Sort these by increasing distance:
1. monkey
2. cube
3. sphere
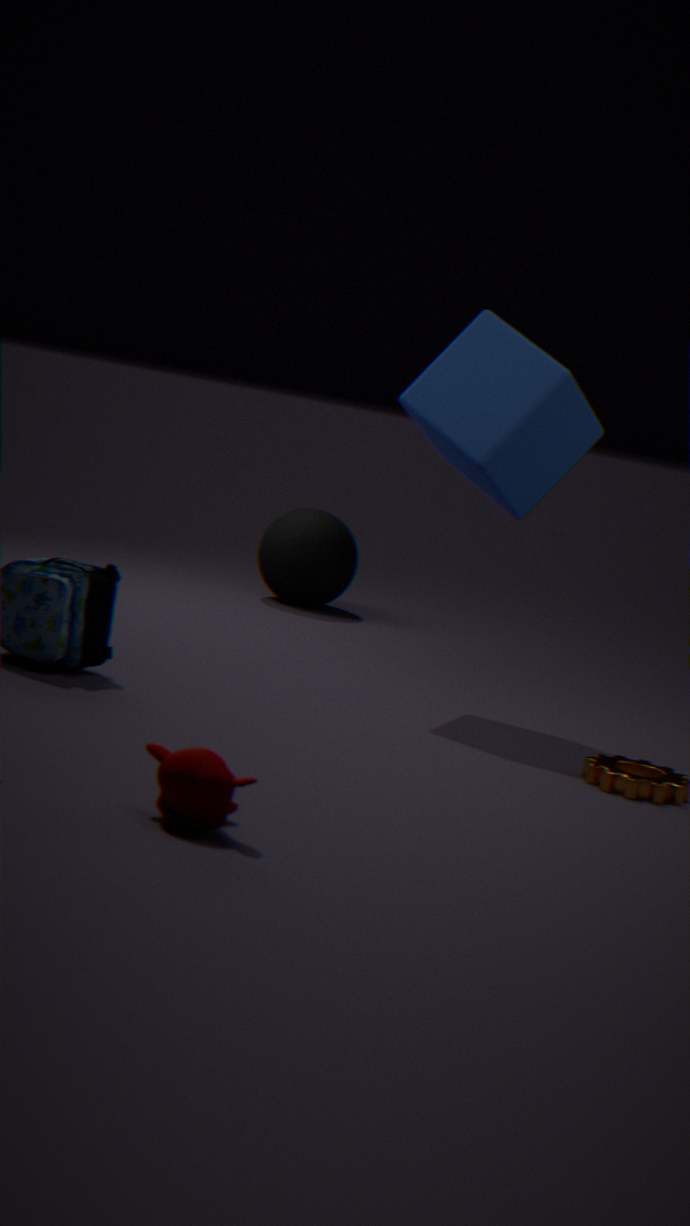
1. monkey
2. cube
3. sphere
